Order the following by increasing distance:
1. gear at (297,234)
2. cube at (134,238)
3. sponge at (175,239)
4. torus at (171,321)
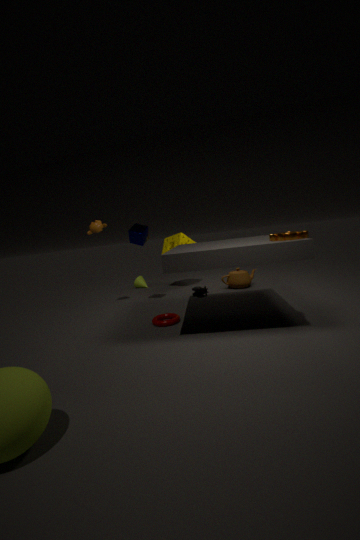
gear at (297,234) → torus at (171,321) → cube at (134,238) → sponge at (175,239)
